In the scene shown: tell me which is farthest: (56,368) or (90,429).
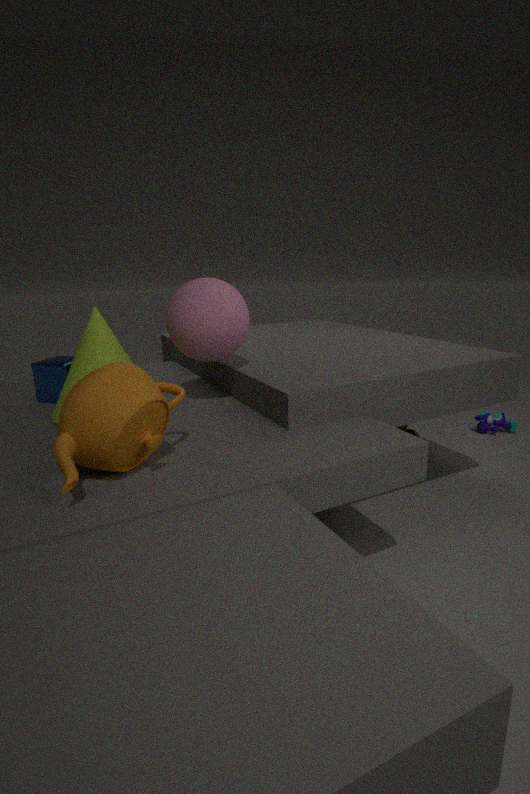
(56,368)
